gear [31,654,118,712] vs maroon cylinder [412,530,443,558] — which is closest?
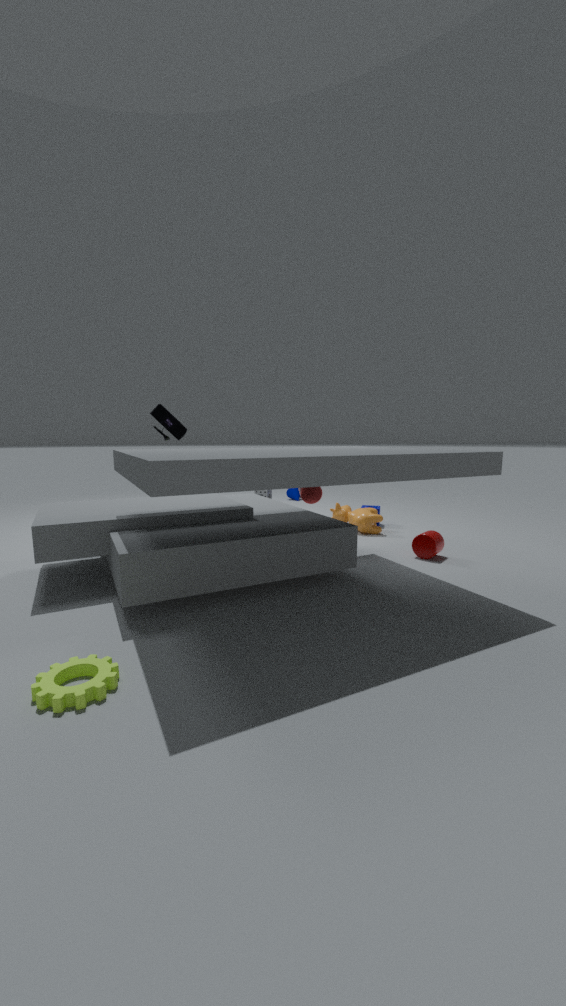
gear [31,654,118,712]
